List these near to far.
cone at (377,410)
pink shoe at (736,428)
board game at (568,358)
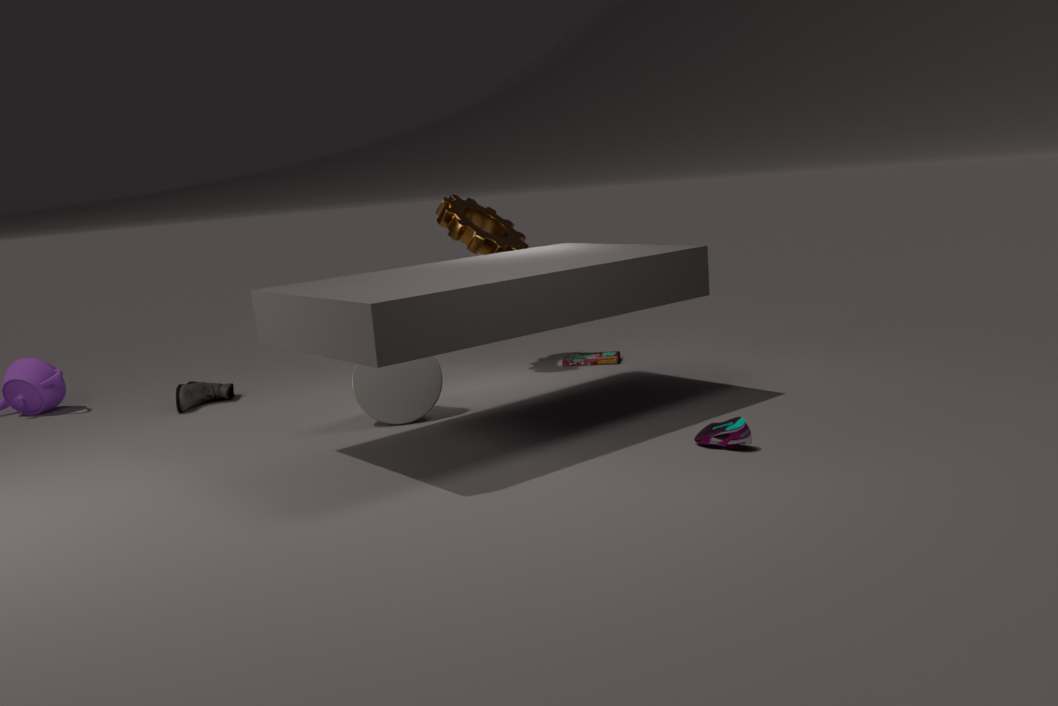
pink shoe at (736,428) → cone at (377,410) → board game at (568,358)
